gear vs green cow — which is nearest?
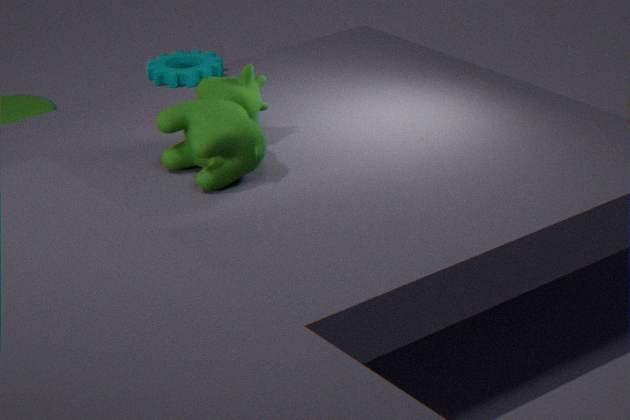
green cow
